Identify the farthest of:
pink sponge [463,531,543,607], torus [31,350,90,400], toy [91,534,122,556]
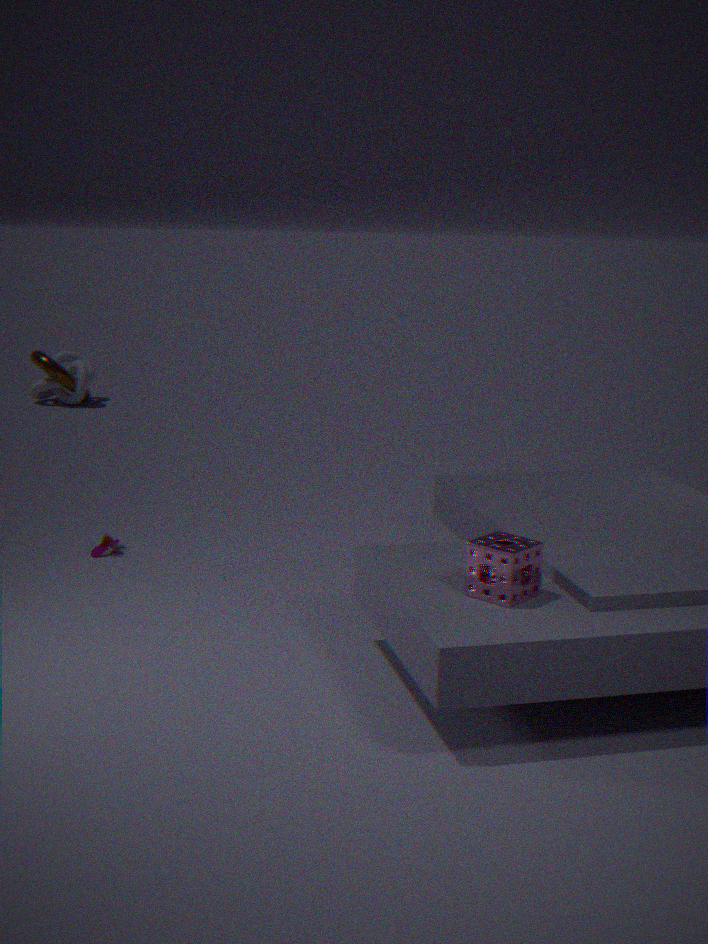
torus [31,350,90,400]
